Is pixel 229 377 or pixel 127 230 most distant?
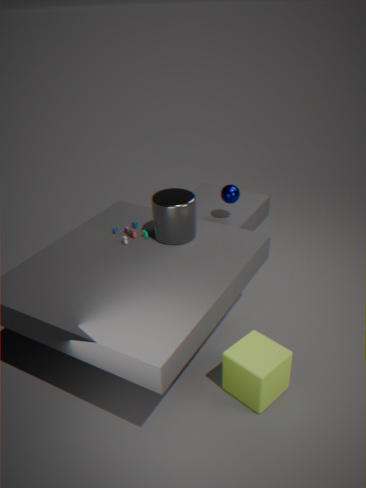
pixel 127 230
